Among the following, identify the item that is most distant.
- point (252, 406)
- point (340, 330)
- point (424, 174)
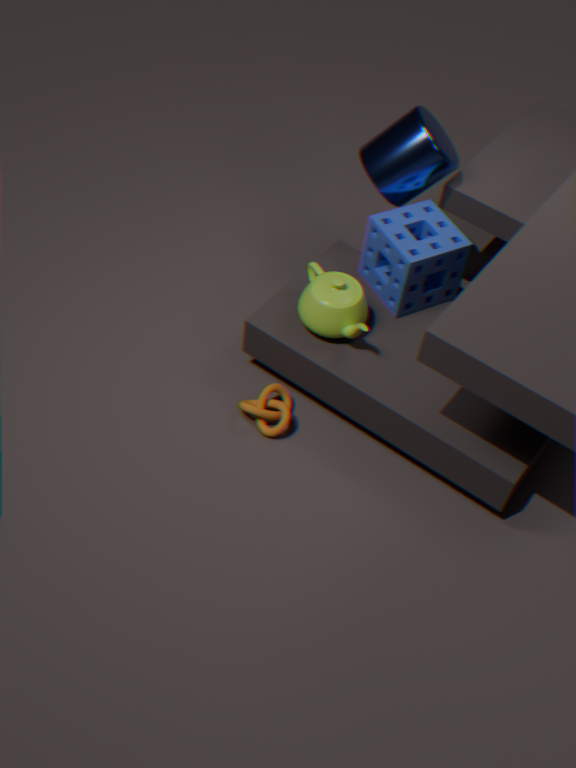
point (424, 174)
